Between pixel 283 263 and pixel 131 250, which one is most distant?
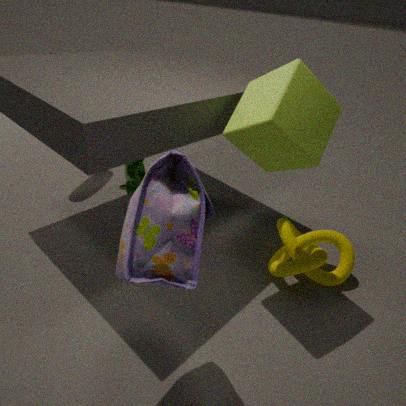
pixel 283 263
